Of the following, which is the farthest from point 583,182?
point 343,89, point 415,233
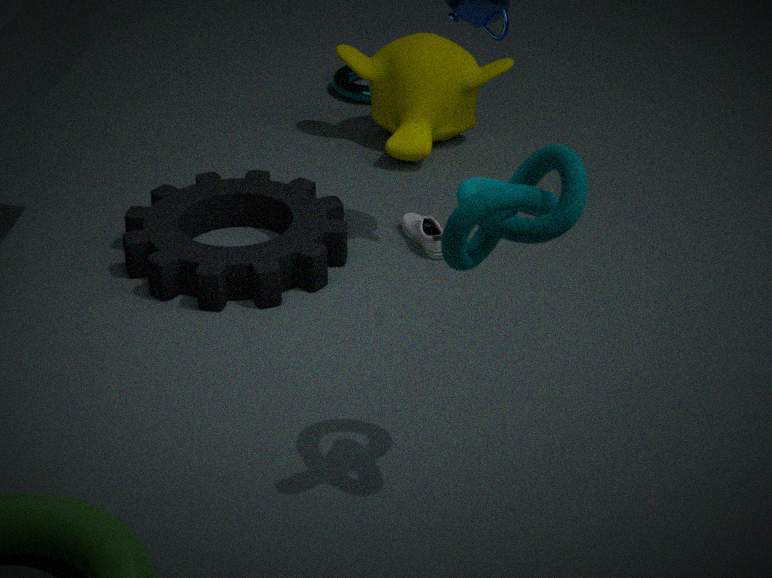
point 343,89
